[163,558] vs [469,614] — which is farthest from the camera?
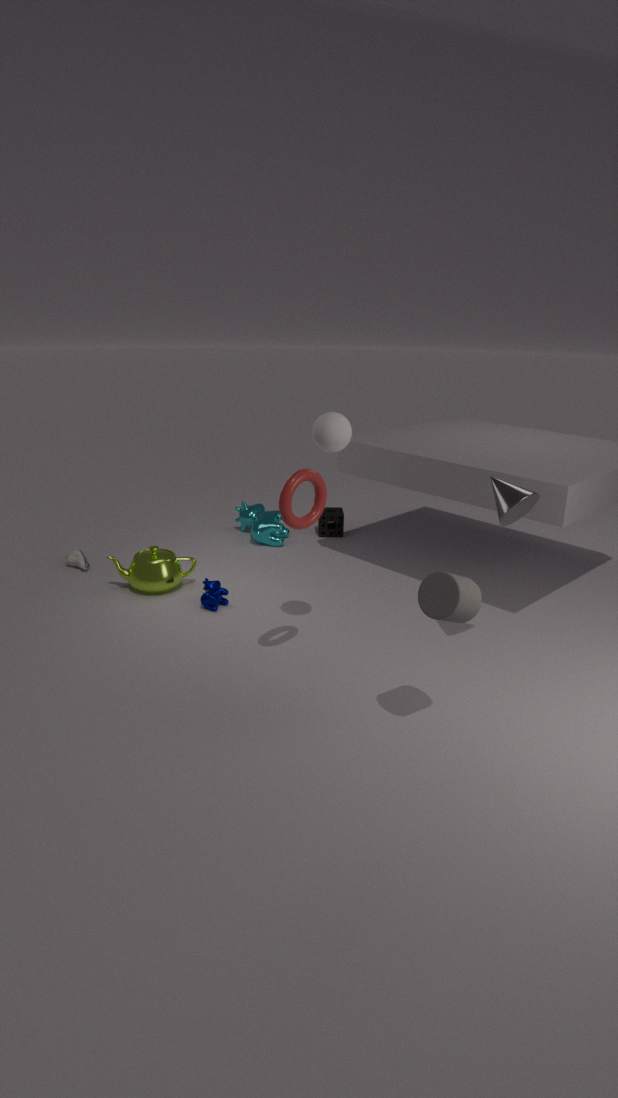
[163,558]
